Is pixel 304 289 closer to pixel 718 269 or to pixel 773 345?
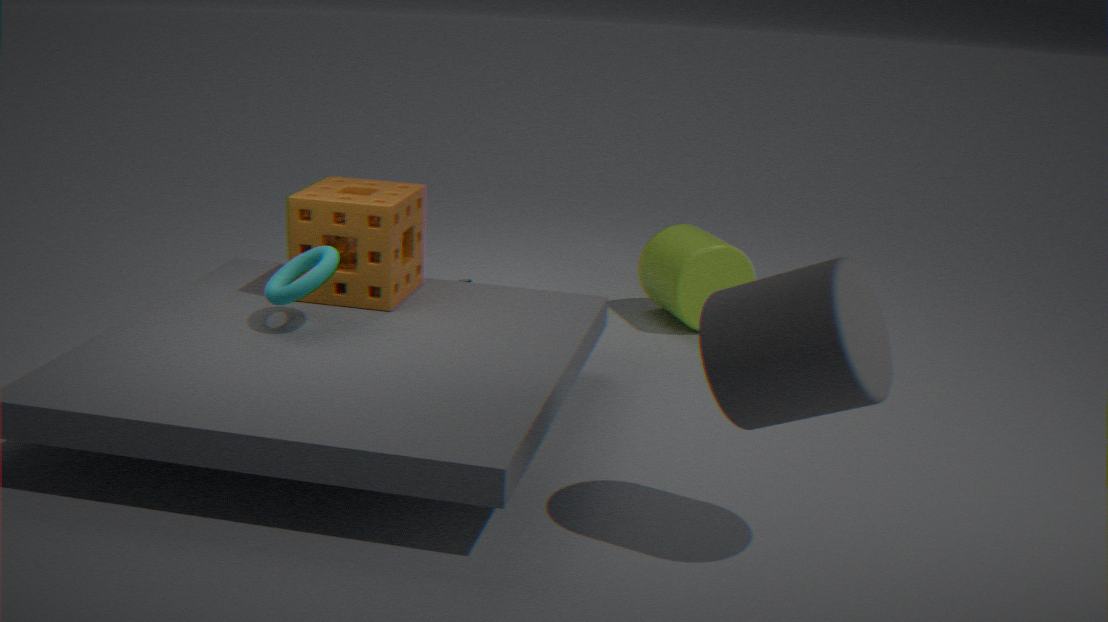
pixel 773 345
